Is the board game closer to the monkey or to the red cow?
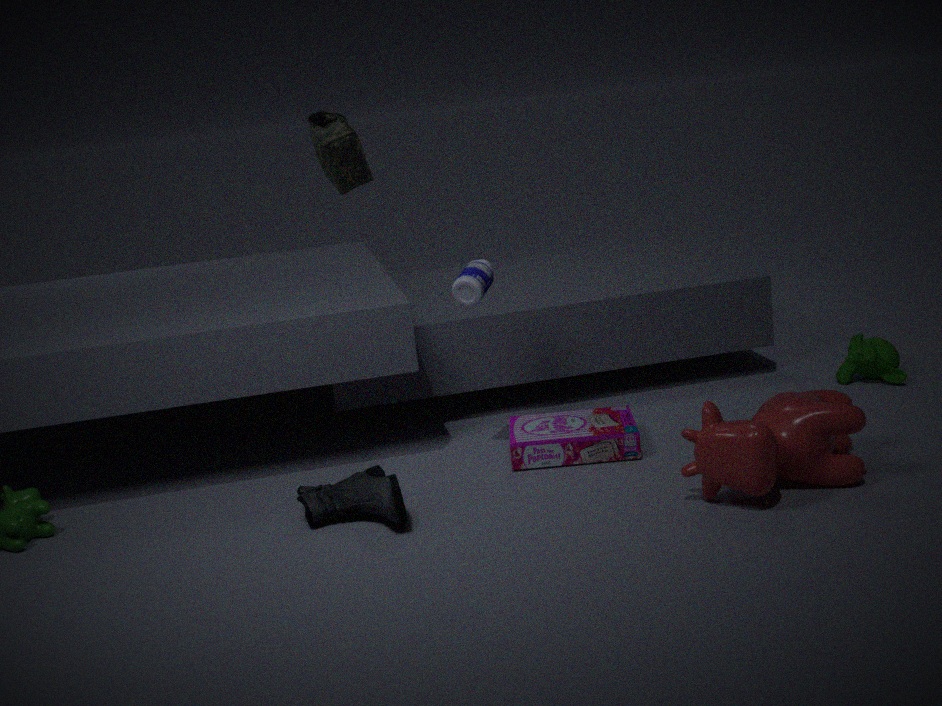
the red cow
